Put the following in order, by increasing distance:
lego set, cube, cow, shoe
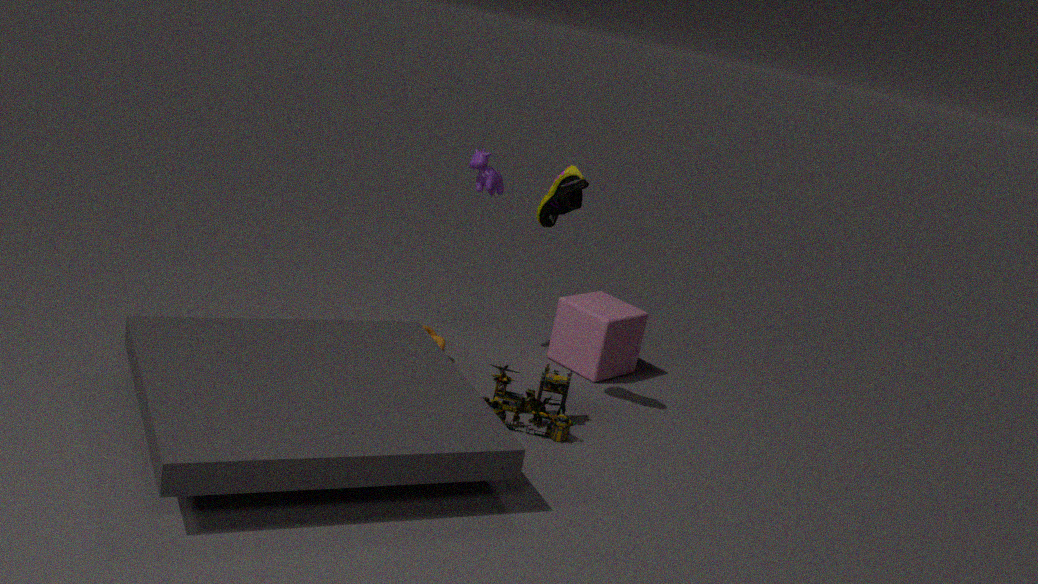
shoe
lego set
cow
cube
